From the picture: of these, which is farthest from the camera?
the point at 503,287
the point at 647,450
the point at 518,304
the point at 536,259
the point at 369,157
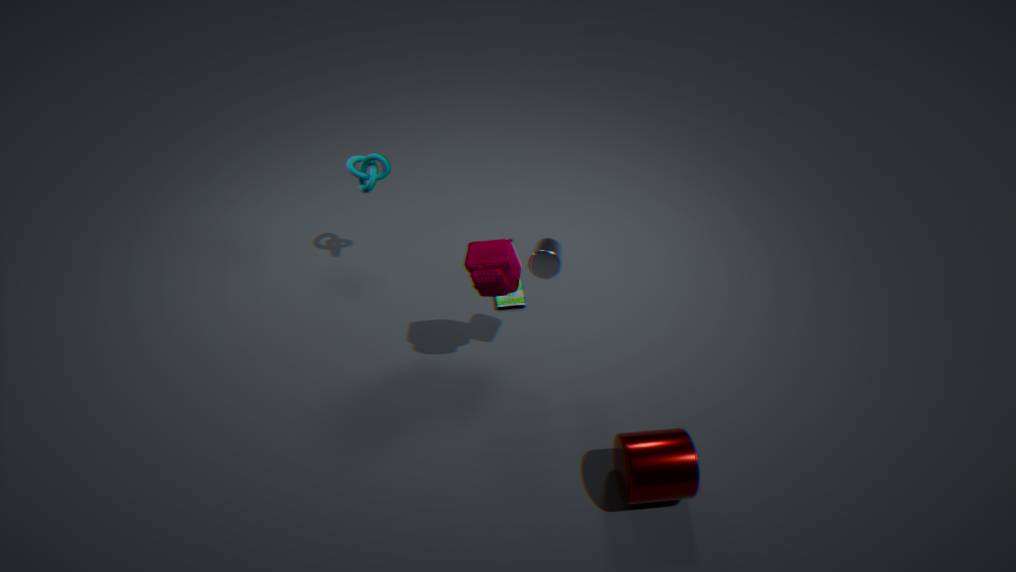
the point at 518,304
